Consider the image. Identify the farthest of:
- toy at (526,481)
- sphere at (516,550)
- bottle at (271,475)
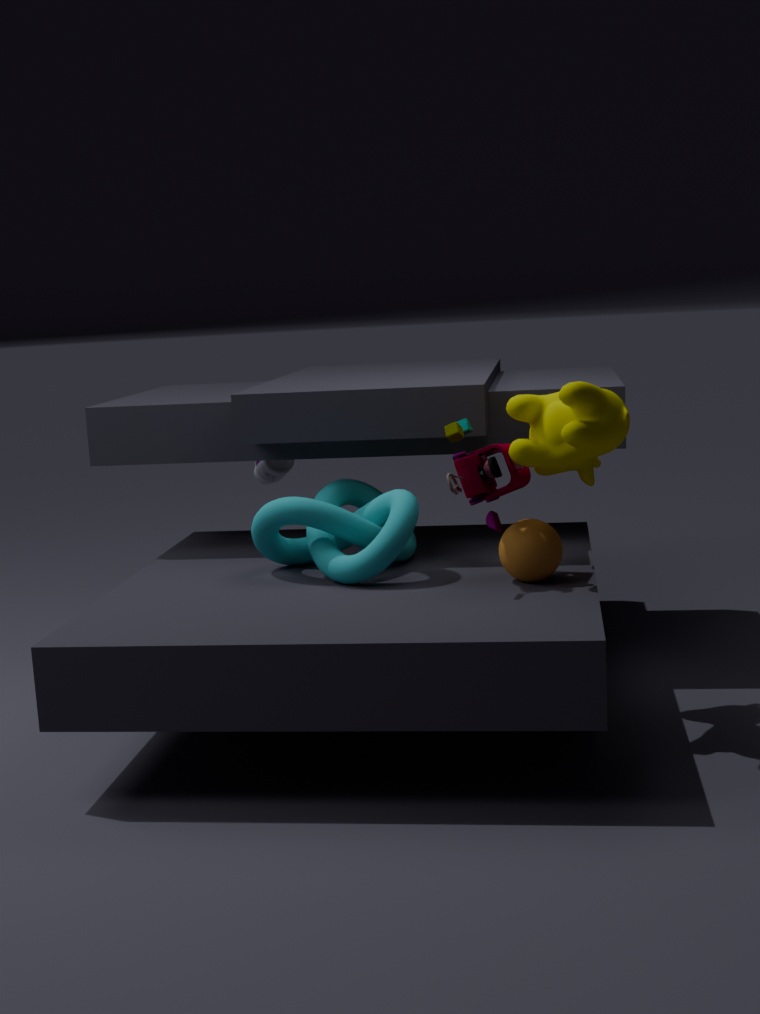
bottle at (271,475)
